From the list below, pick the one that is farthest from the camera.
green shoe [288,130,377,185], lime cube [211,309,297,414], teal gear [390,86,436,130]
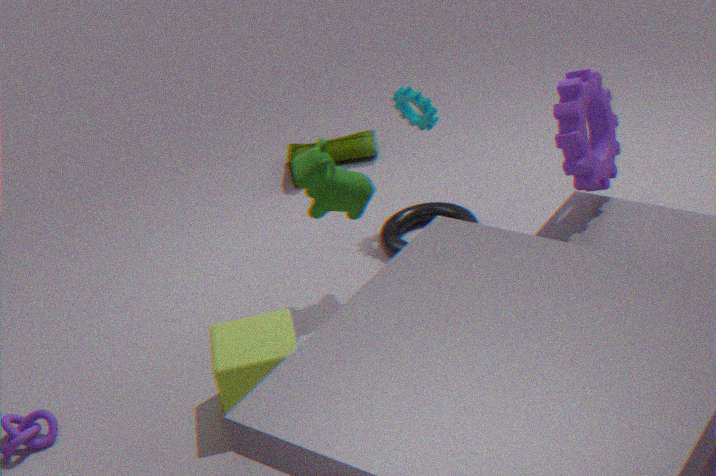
green shoe [288,130,377,185]
